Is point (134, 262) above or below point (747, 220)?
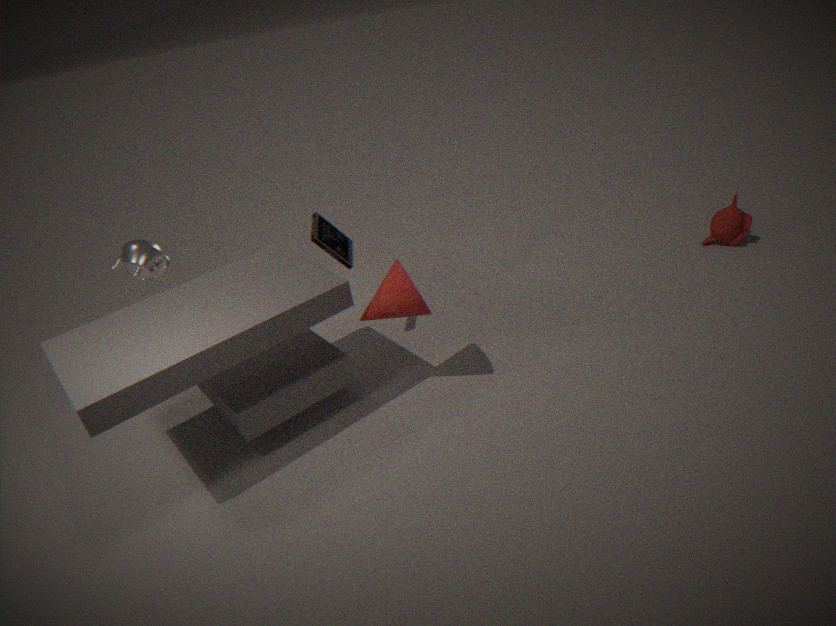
above
